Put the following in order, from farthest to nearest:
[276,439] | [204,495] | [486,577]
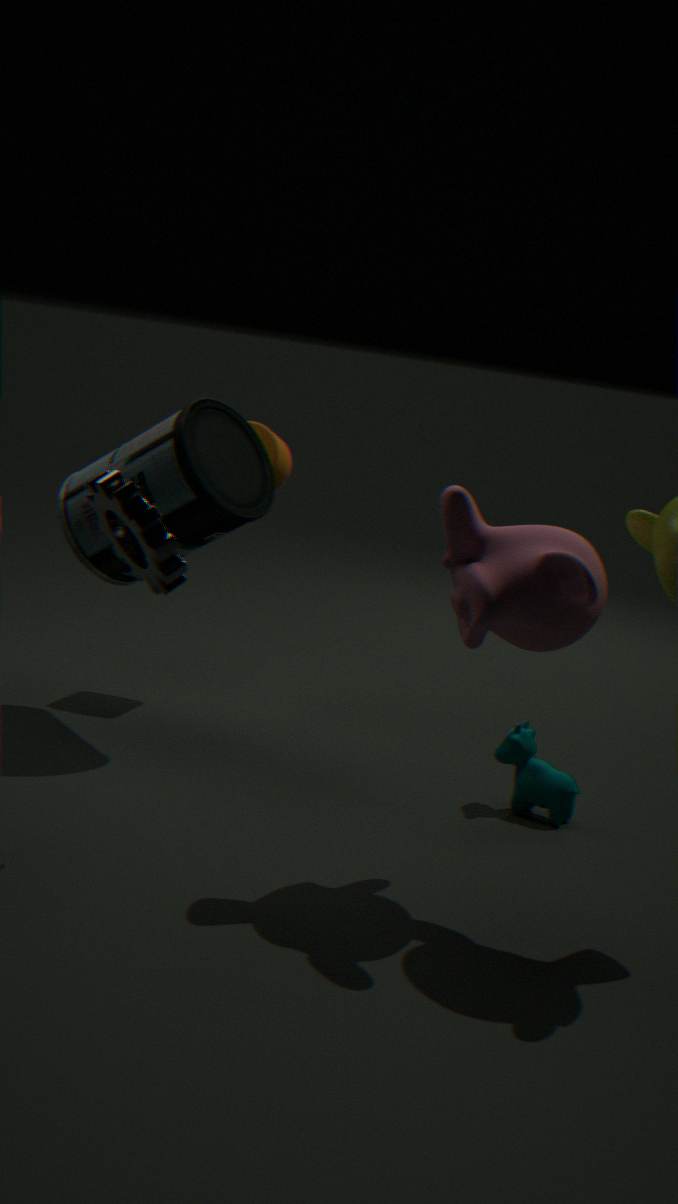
1. [276,439]
2. [204,495]
3. [486,577]
